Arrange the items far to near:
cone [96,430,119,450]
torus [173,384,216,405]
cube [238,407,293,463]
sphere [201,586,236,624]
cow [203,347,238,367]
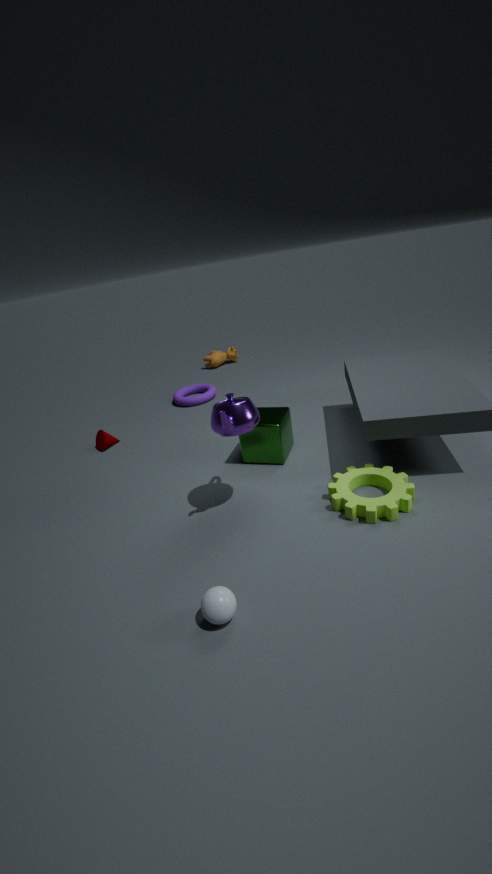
cow [203,347,238,367] < torus [173,384,216,405] < cone [96,430,119,450] < cube [238,407,293,463] < sphere [201,586,236,624]
